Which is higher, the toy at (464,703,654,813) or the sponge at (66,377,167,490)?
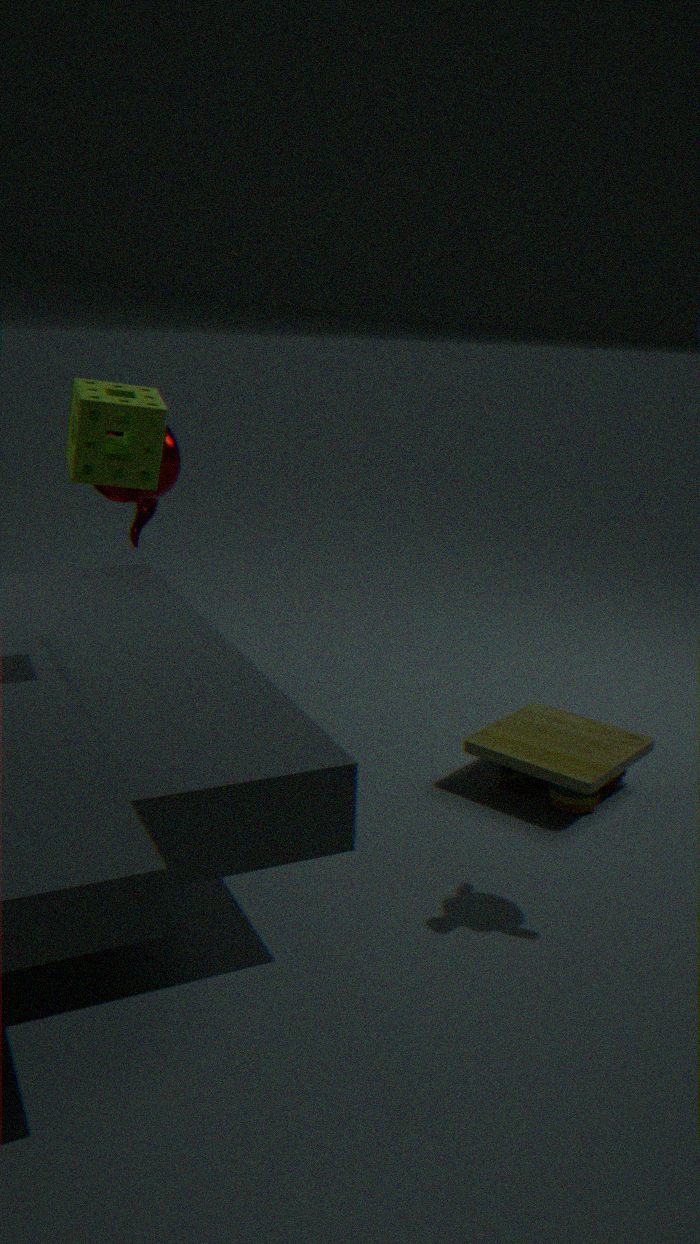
the sponge at (66,377,167,490)
